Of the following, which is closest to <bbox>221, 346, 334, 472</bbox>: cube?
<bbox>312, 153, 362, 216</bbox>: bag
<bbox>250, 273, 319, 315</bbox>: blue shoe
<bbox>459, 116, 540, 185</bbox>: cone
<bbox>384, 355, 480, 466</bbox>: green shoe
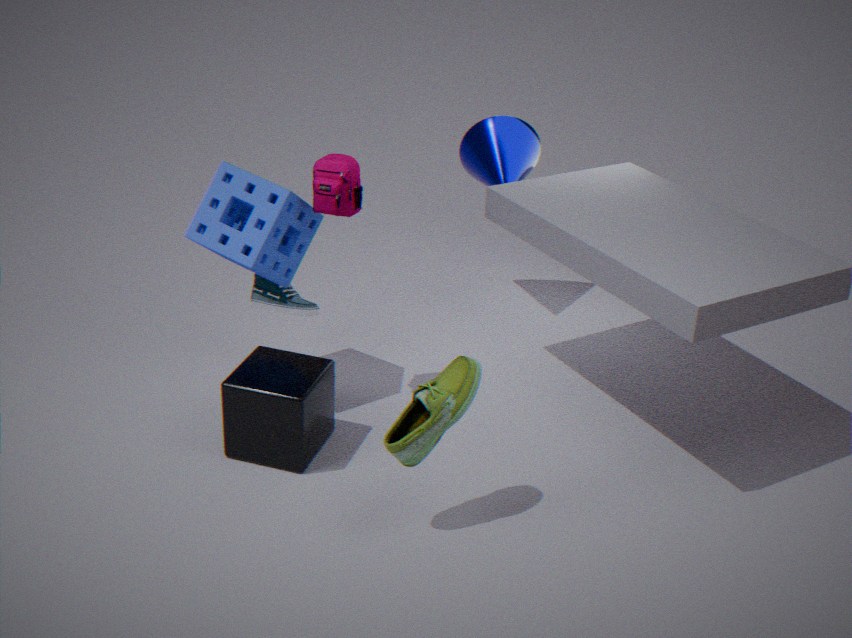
<bbox>250, 273, 319, 315</bbox>: blue shoe
